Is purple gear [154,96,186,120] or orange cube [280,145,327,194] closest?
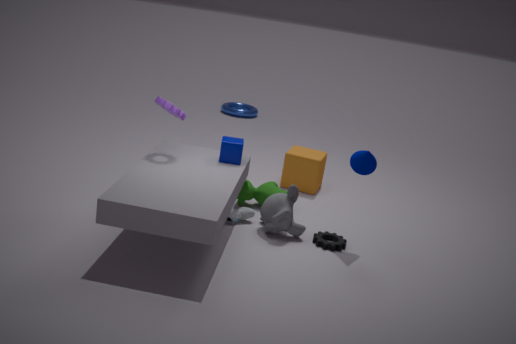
purple gear [154,96,186,120]
